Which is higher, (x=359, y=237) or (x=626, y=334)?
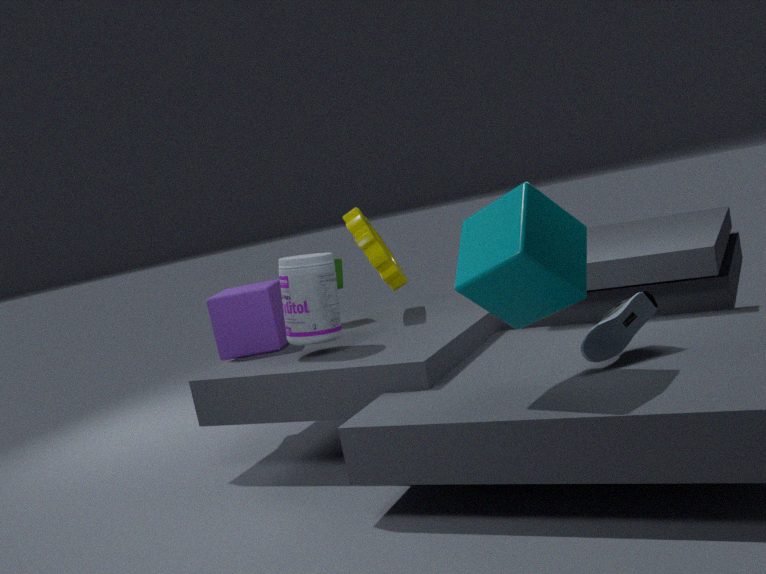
(x=359, y=237)
